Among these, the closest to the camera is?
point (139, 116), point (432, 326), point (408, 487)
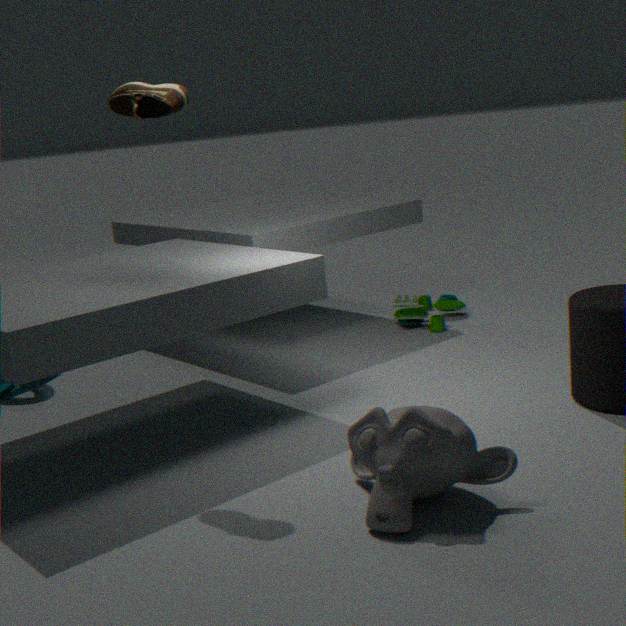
point (408, 487)
